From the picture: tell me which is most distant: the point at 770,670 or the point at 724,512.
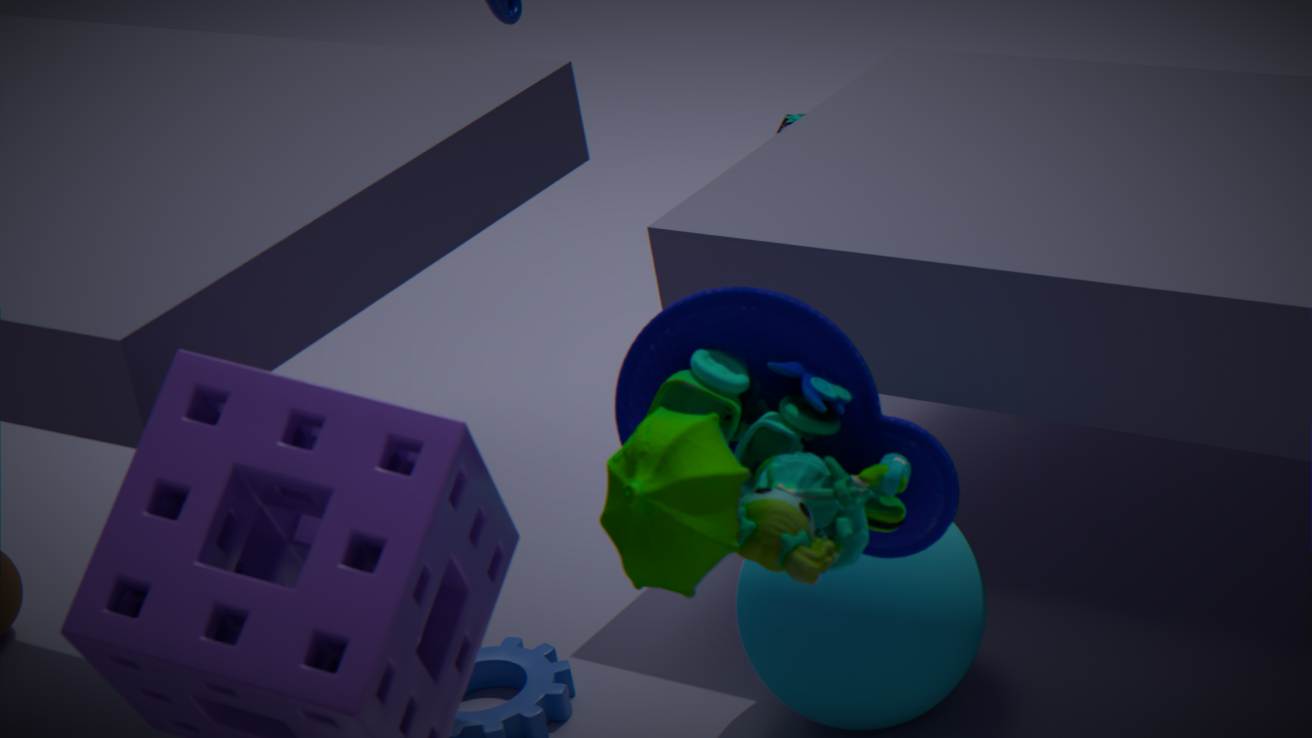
the point at 770,670
